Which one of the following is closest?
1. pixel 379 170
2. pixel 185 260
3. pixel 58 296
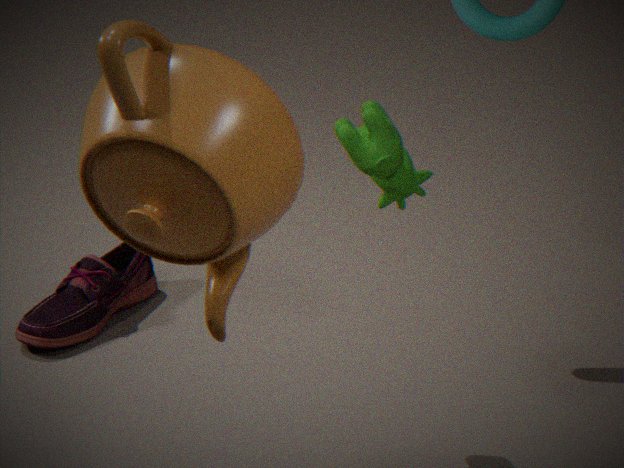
pixel 185 260
